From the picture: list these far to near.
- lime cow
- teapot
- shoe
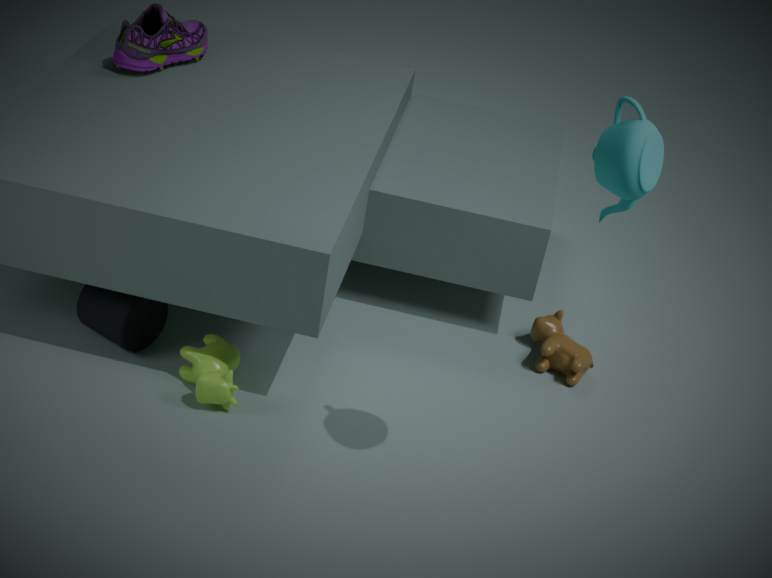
shoe, lime cow, teapot
